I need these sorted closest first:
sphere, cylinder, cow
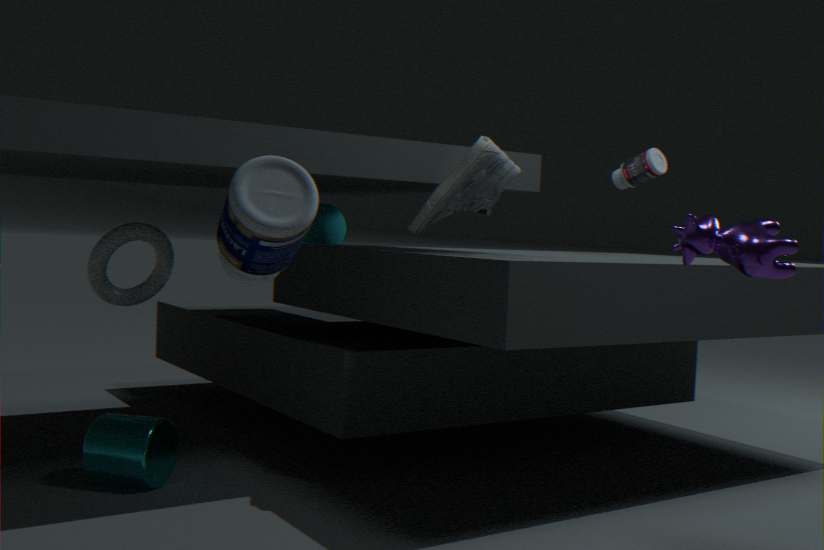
cow < cylinder < sphere
